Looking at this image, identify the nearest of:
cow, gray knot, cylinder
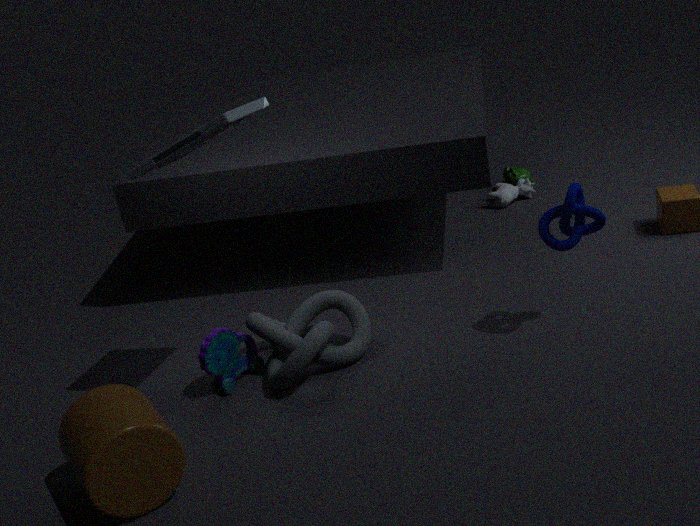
cylinder
